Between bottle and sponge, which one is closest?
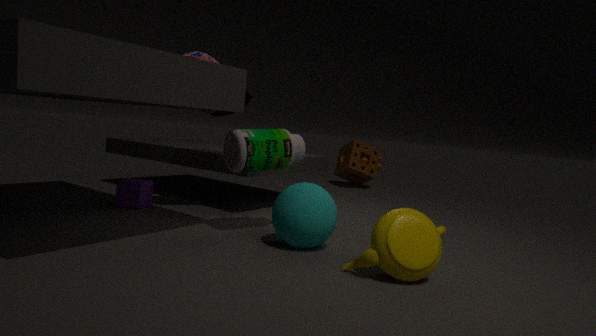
bottle
